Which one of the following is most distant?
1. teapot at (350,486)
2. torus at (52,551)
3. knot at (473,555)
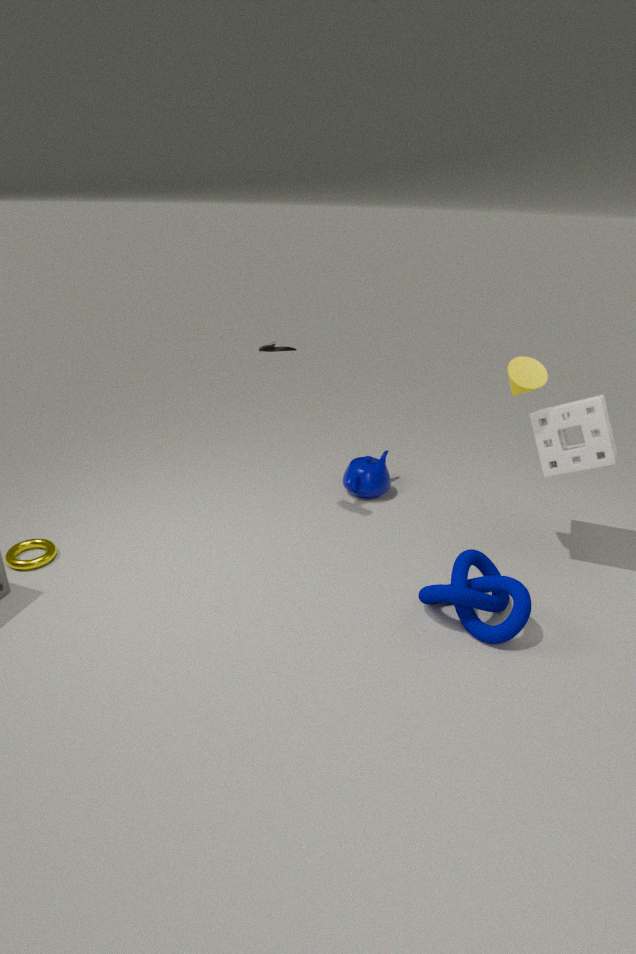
teapot at (350,486)
